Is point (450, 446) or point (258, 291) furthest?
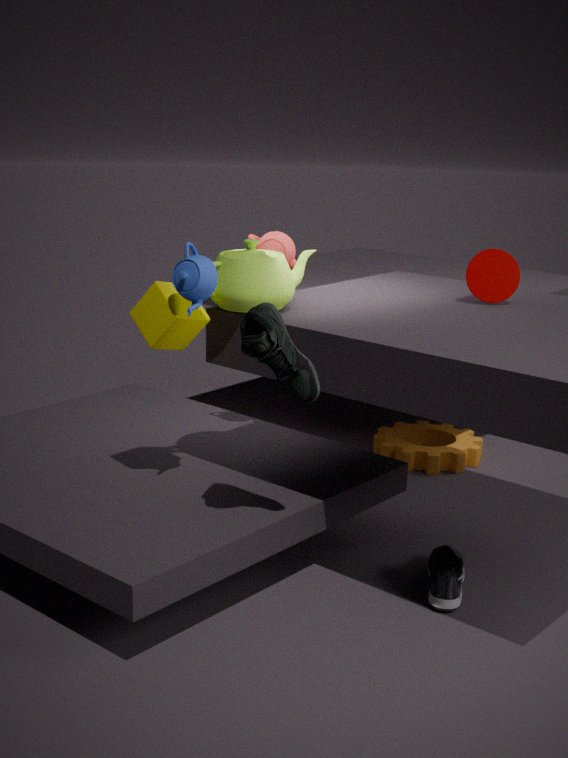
point (450, 446)
